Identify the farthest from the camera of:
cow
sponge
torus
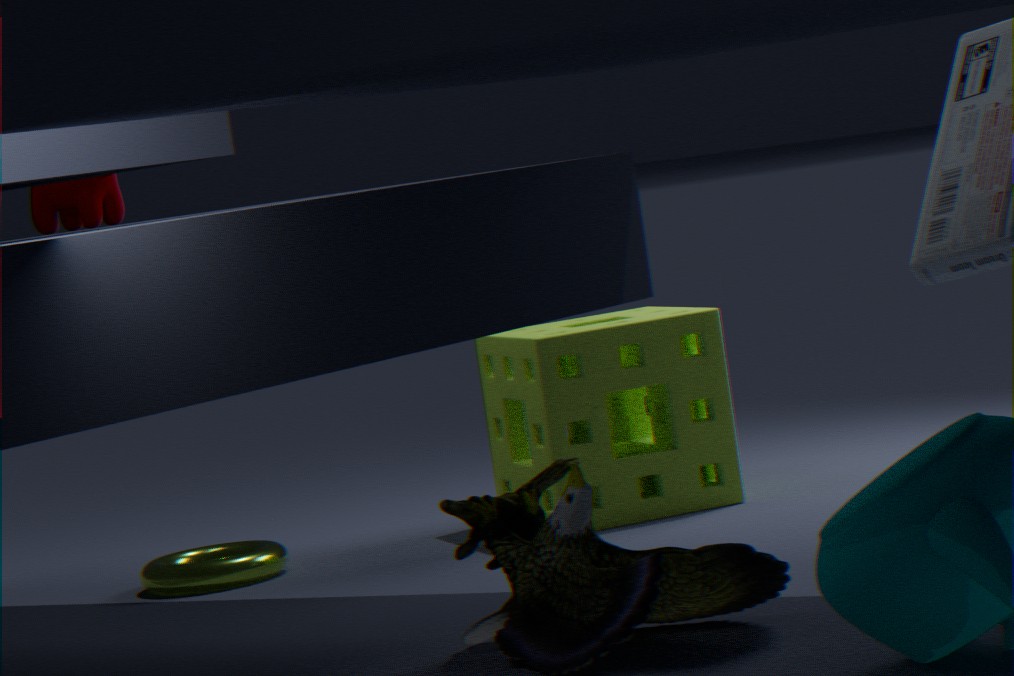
sponge
